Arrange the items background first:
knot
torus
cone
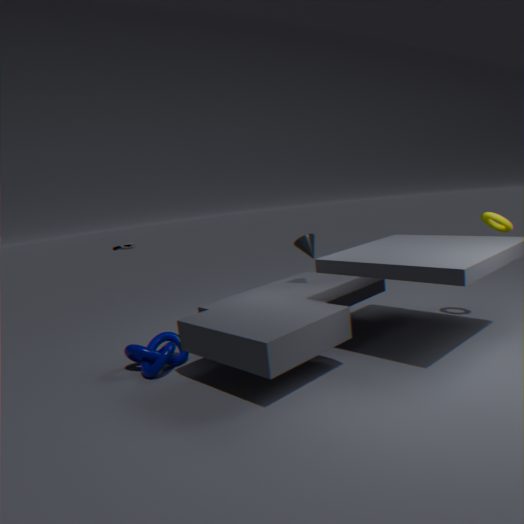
1. cone
2. torus
3. knot
